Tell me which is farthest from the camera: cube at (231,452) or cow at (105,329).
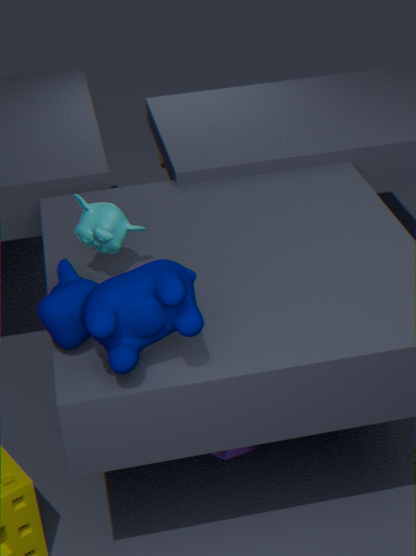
cube at (231,452)
